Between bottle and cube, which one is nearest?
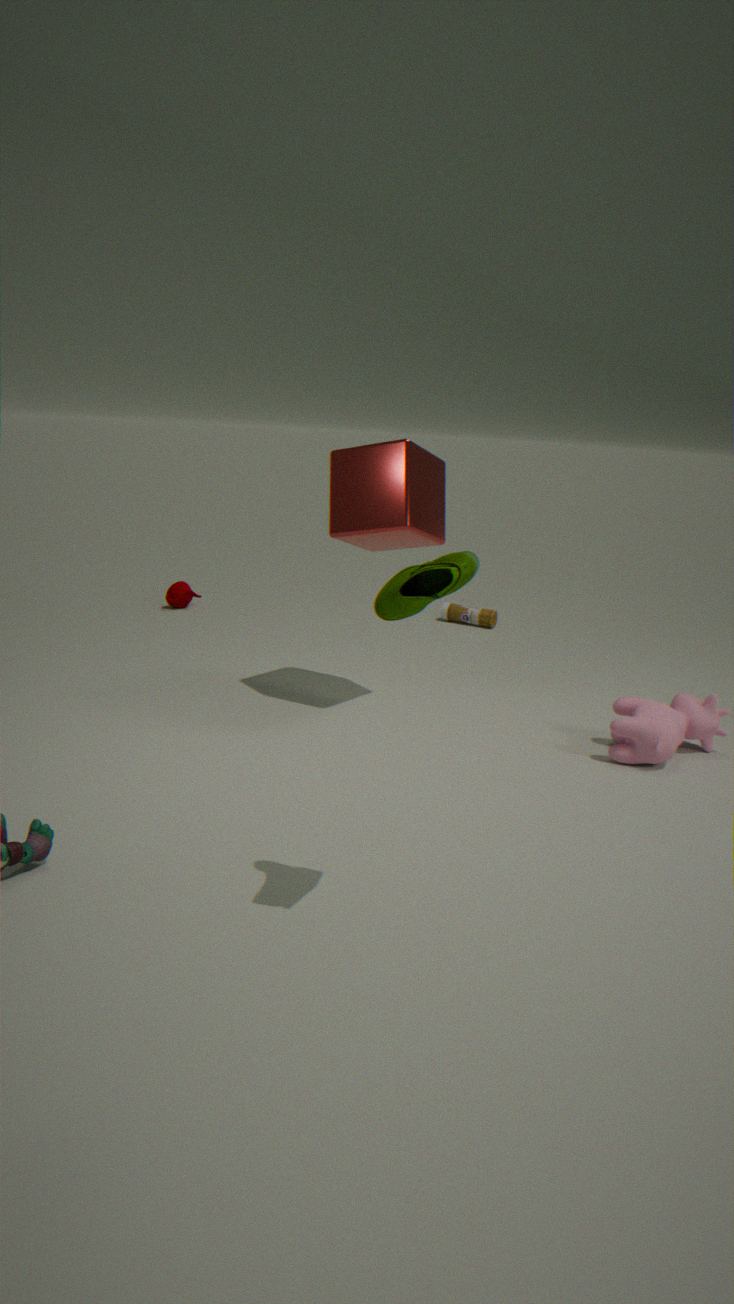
cube
